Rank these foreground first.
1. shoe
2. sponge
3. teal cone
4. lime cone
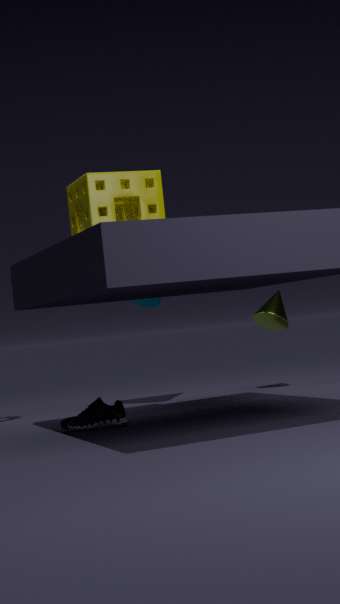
shoe, sponge, teal cone, lime cone
